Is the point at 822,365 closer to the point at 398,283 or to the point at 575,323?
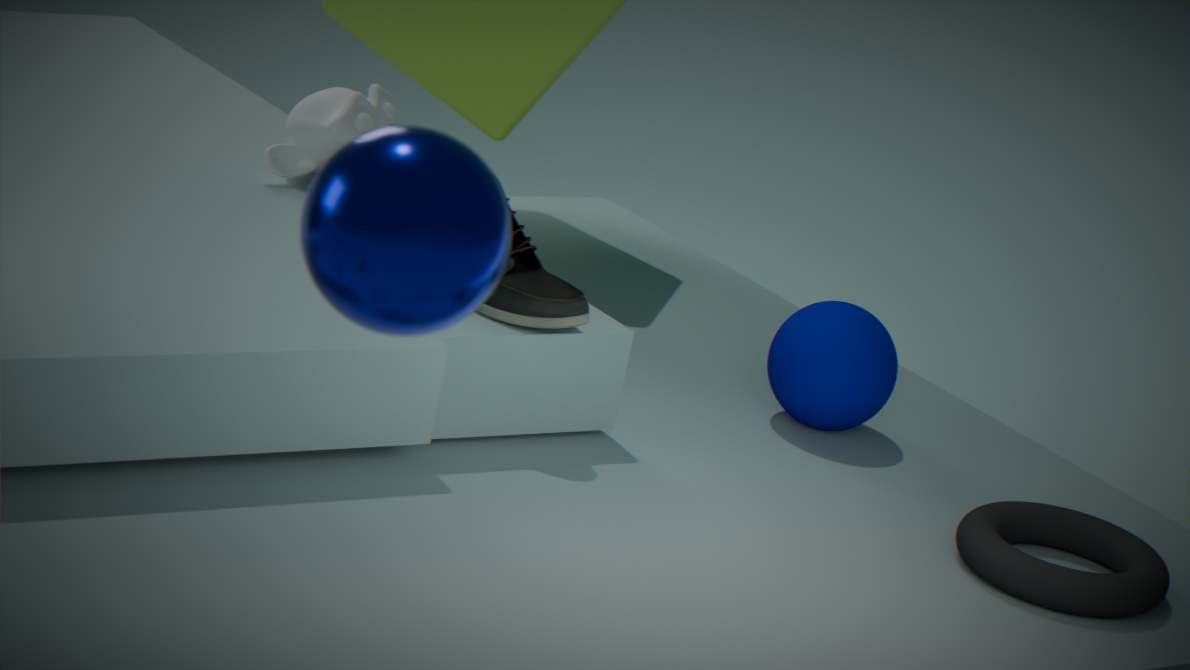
the point at 575,323
